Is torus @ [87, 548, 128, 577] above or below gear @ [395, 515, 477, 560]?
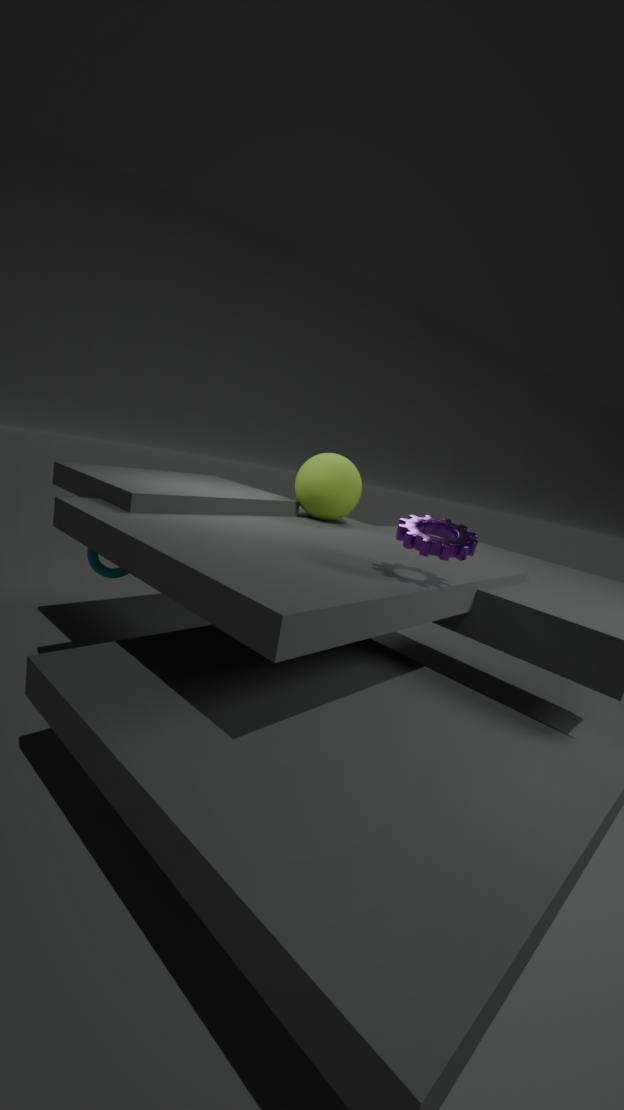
below
